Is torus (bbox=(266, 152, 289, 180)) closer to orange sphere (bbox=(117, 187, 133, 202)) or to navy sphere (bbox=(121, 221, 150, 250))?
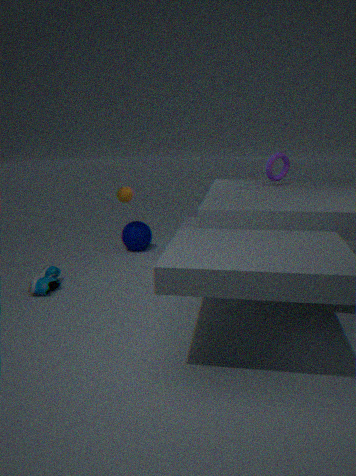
orange sphere (bbox=(117, 187, 133, 202))
